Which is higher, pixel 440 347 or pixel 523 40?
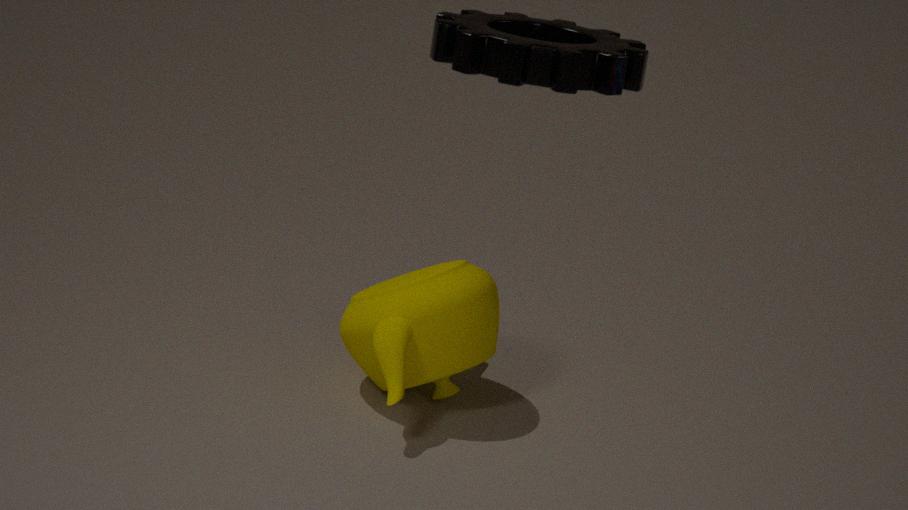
pixel 523 40
